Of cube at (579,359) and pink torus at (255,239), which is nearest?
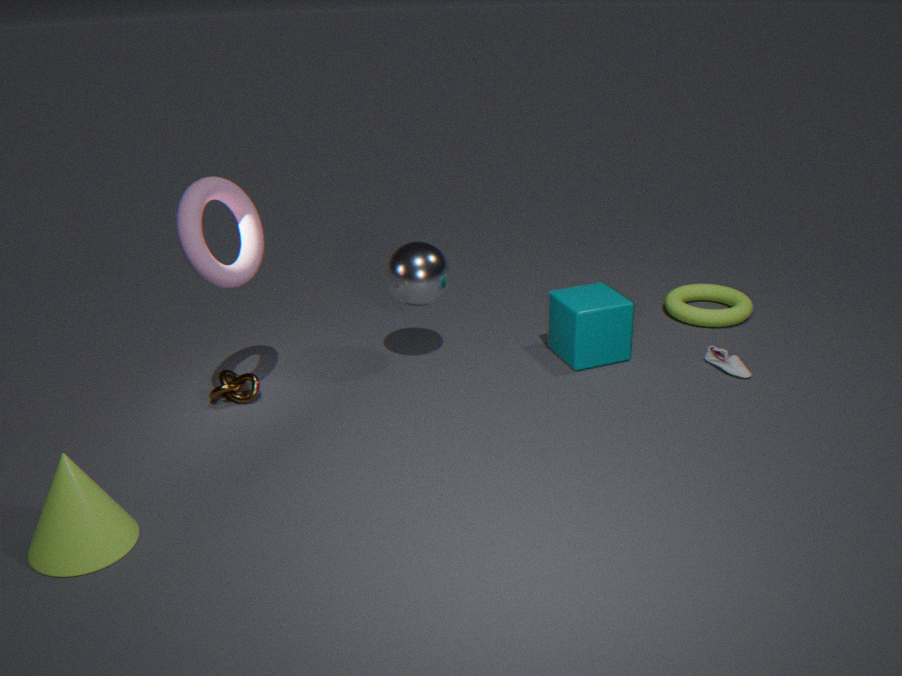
pink torus at (255,239)
